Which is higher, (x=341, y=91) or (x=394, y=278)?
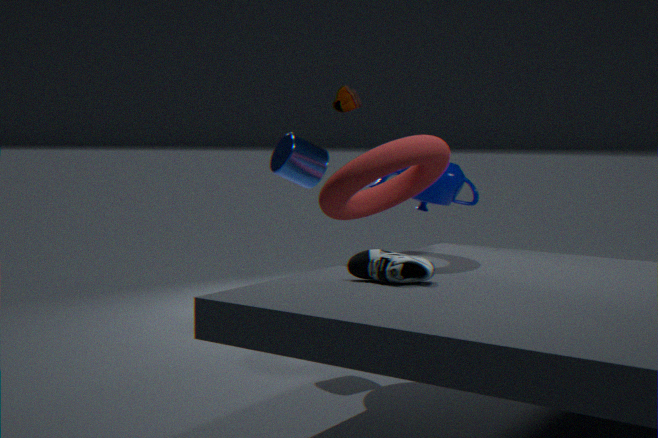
(x=341, y=91)
